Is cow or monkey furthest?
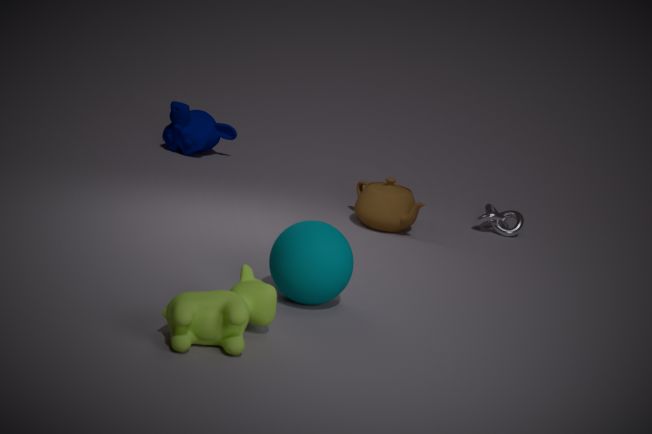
monkey
